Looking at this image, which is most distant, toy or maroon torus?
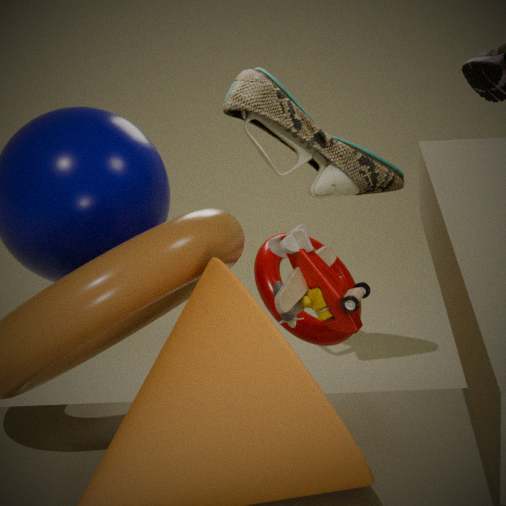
maroon torus
